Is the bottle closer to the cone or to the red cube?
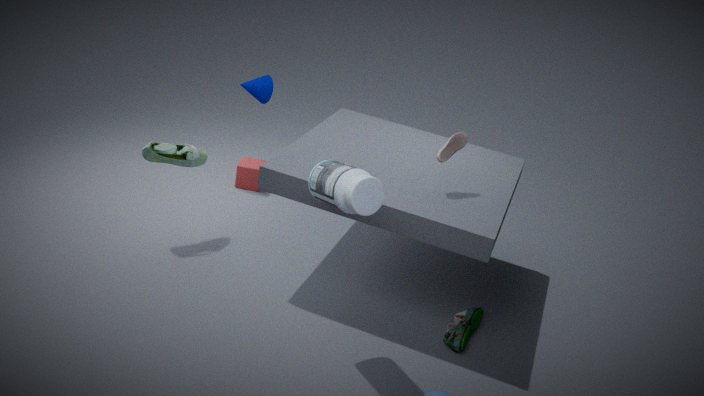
the red cube
